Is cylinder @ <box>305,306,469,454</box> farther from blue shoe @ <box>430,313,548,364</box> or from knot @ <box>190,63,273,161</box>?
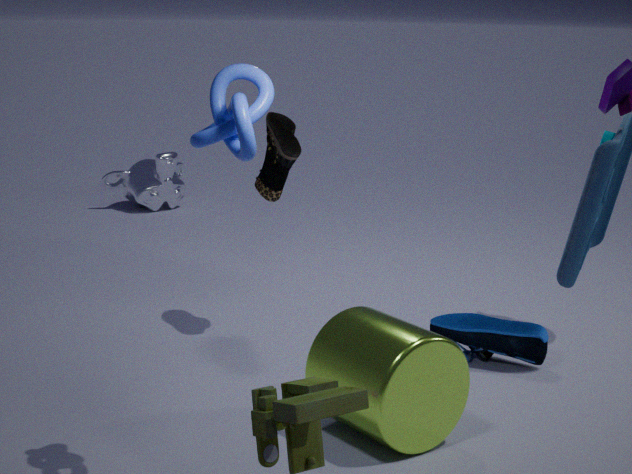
knot @ <box>190,63,273,161</box>
